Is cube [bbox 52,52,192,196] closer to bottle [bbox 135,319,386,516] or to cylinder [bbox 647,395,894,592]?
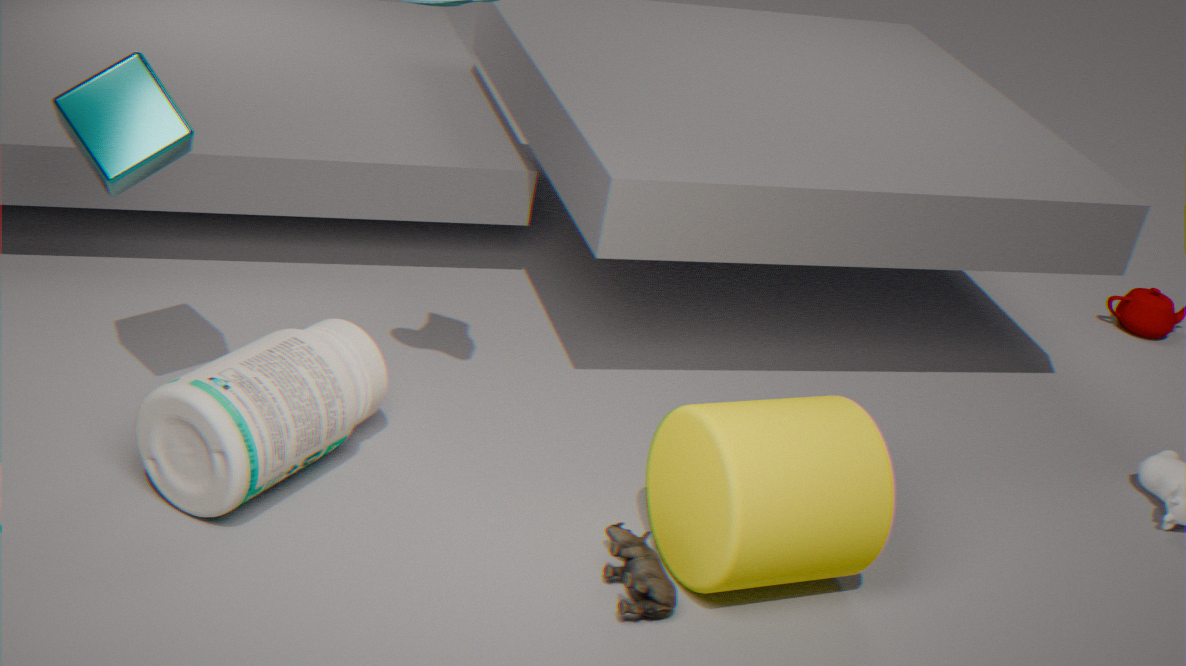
bottle [bbox 135,319,386,516]
